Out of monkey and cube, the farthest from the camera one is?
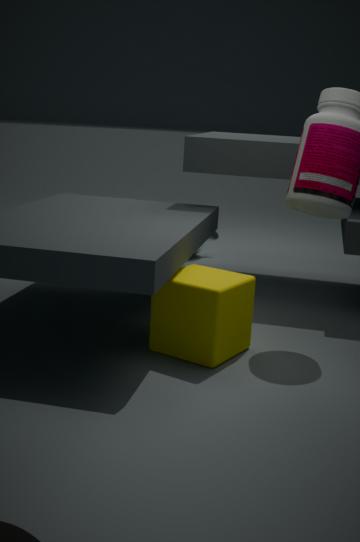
monkey
